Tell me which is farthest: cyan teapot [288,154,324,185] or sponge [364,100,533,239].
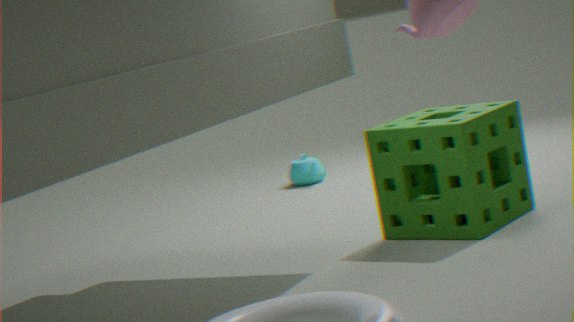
cyan teapot [288,154,324,185]
